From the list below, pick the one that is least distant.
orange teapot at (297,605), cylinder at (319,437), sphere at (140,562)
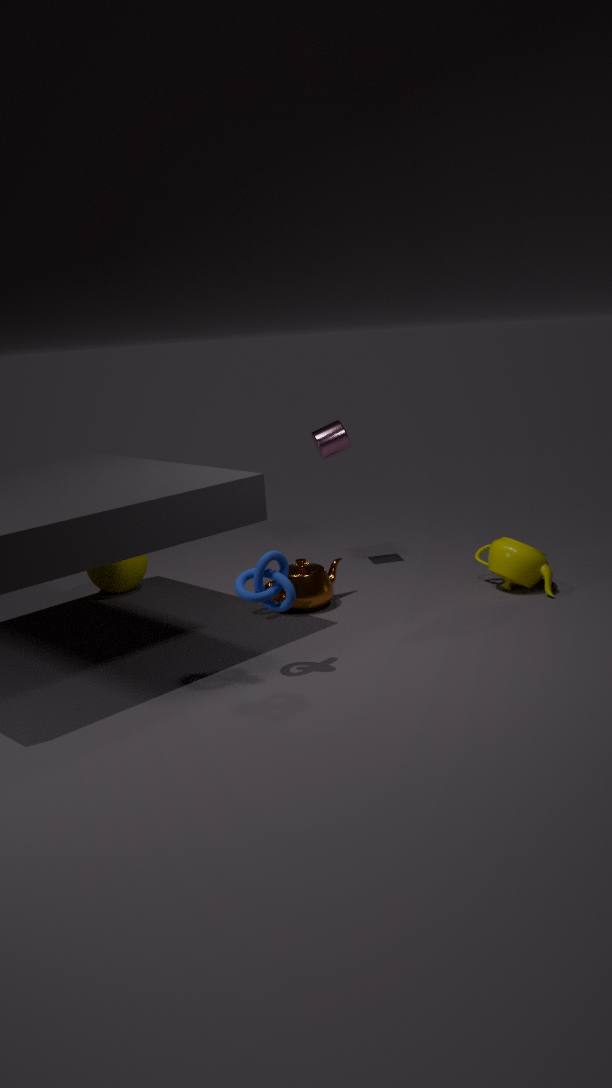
orange teapot at (297,605)
